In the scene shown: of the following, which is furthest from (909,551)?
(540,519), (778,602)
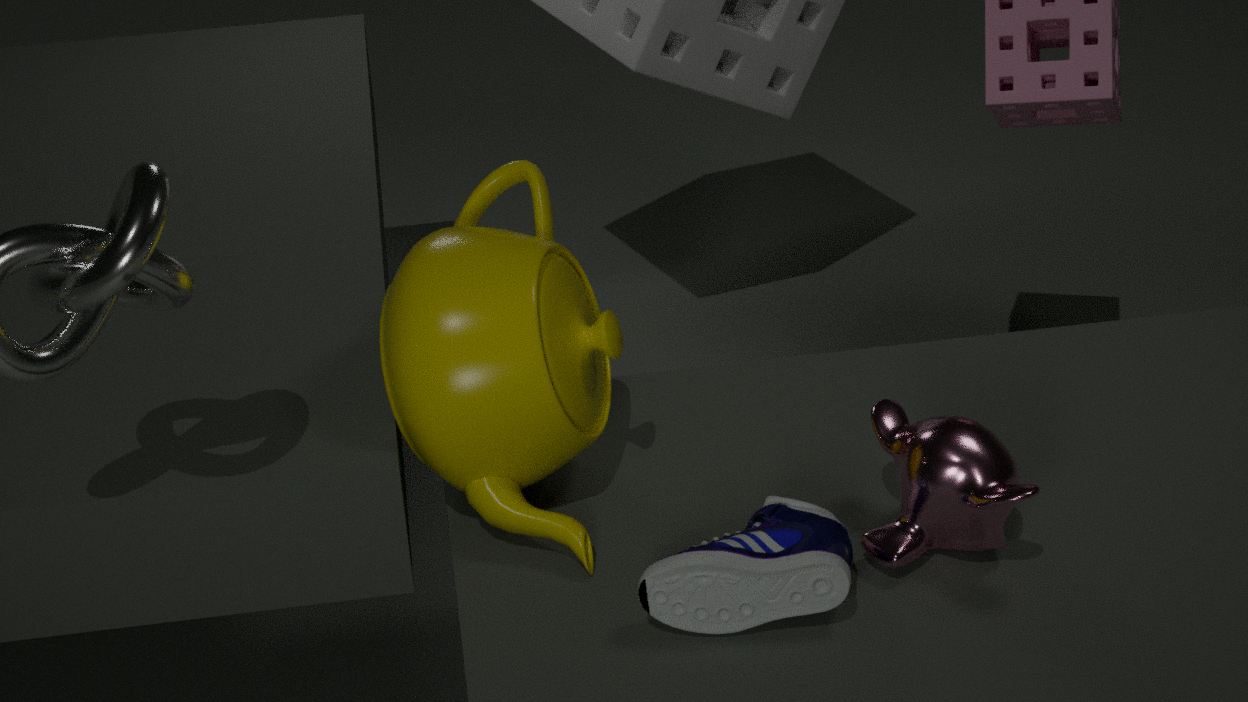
(540,519)
